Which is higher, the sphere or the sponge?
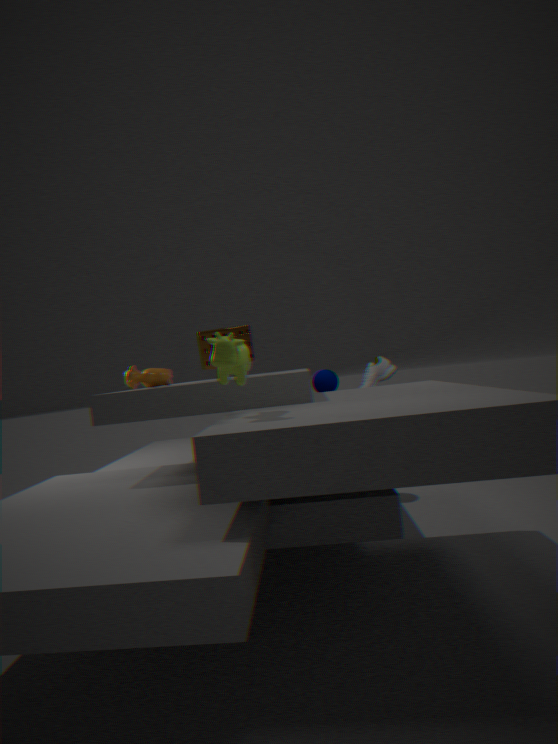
the sponge
